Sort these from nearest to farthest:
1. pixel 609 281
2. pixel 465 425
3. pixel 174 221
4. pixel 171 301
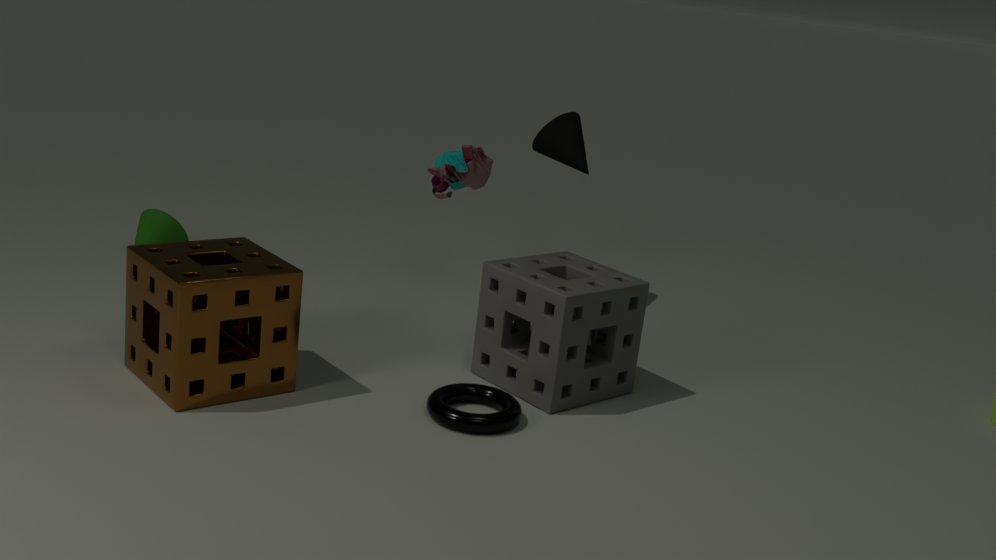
pixel 171 301, pixel 465 425, pixel 609 281, pixel 174 221
